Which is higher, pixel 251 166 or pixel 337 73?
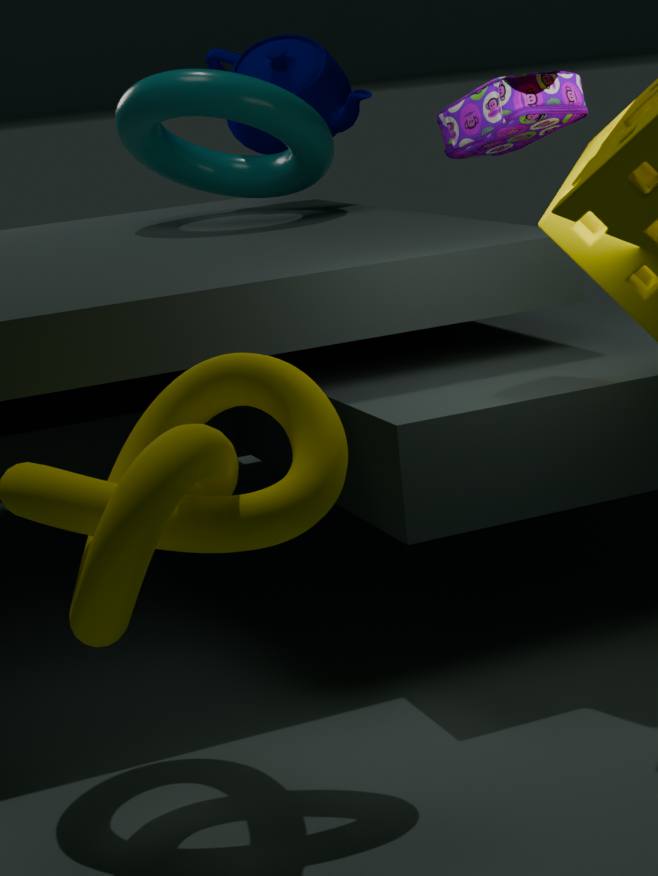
pixel 337 73
